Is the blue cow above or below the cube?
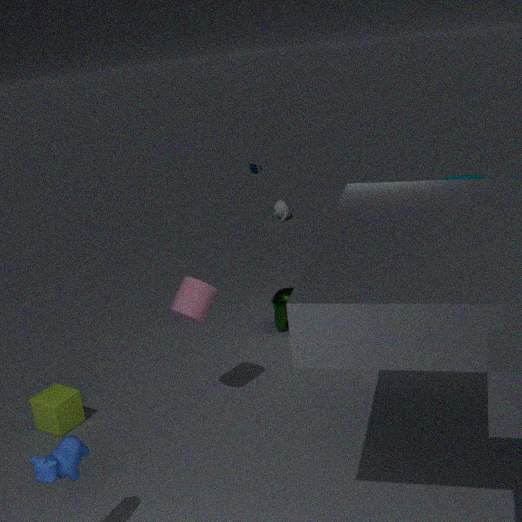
above
